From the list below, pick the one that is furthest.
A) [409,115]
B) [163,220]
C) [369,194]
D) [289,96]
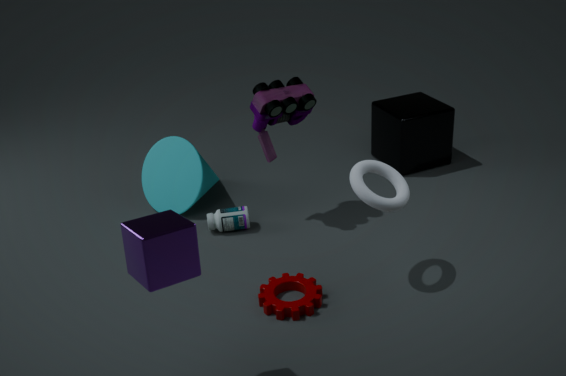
[409,115]
